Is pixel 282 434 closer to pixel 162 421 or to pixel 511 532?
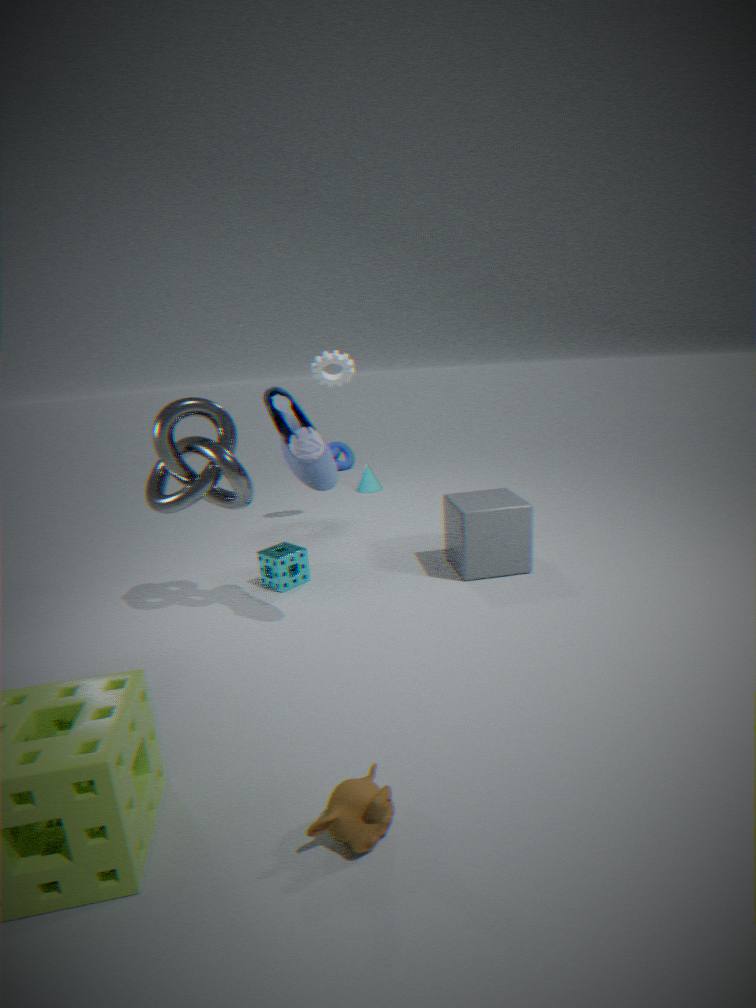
pixel 162 421
